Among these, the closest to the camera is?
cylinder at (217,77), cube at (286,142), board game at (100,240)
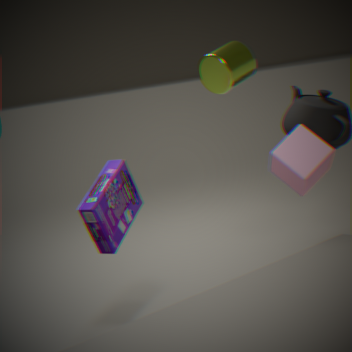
board game at (100,240)
